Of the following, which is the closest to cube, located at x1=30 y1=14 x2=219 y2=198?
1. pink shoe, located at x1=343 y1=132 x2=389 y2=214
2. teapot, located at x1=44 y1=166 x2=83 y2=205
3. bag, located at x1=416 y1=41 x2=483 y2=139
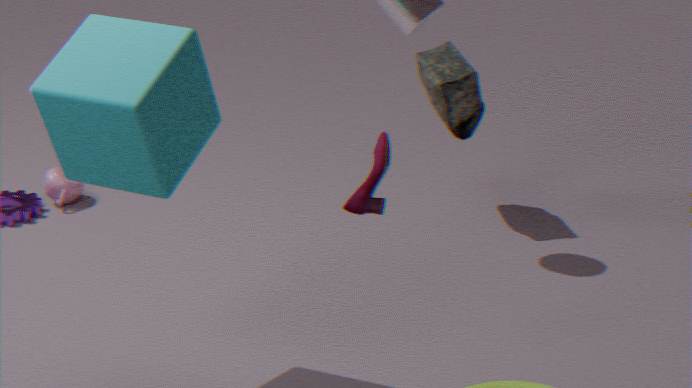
pink shoe, located at x1=343 y1=132 x2=389 y2=214
